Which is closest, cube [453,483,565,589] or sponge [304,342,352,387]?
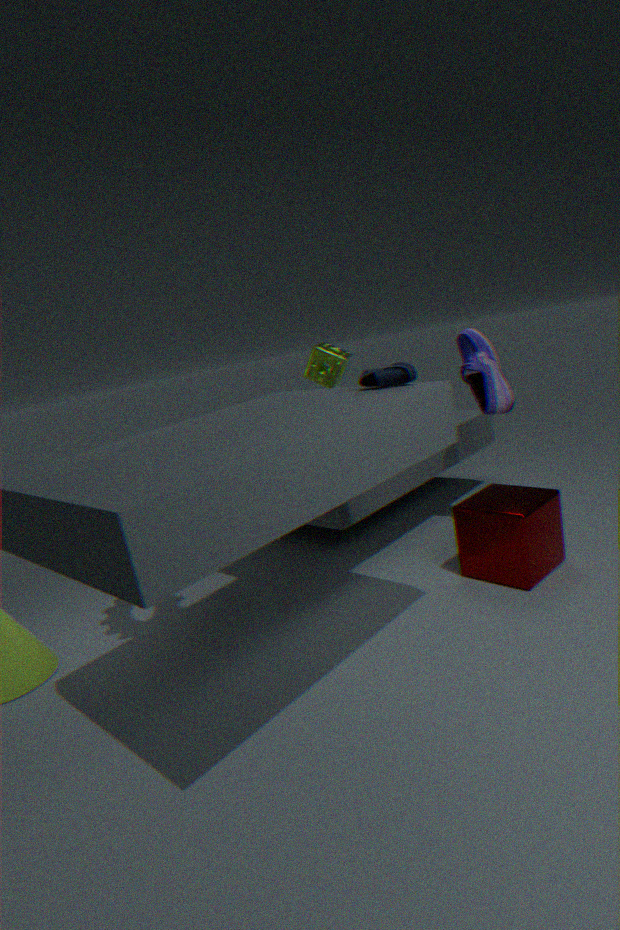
cube [453,483,565,589]
